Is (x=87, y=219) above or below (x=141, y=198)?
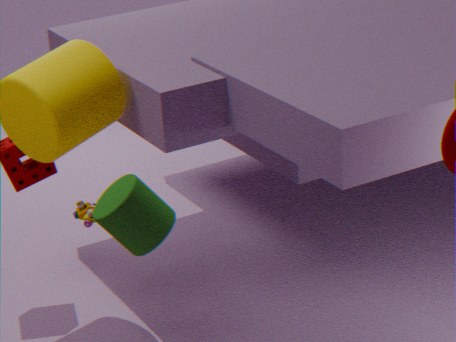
below
